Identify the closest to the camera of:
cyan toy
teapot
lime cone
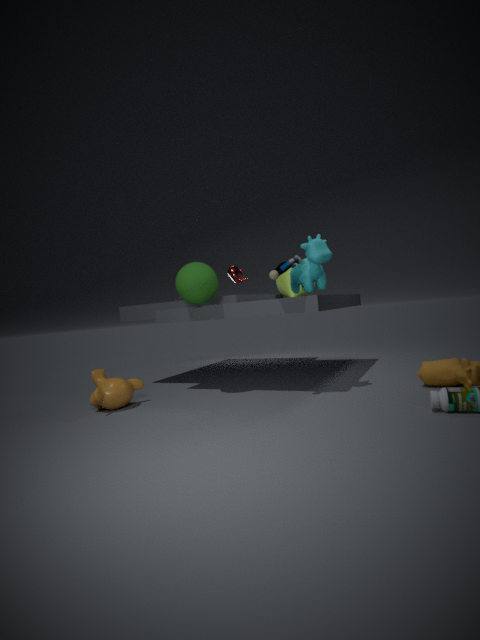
cyan toy
